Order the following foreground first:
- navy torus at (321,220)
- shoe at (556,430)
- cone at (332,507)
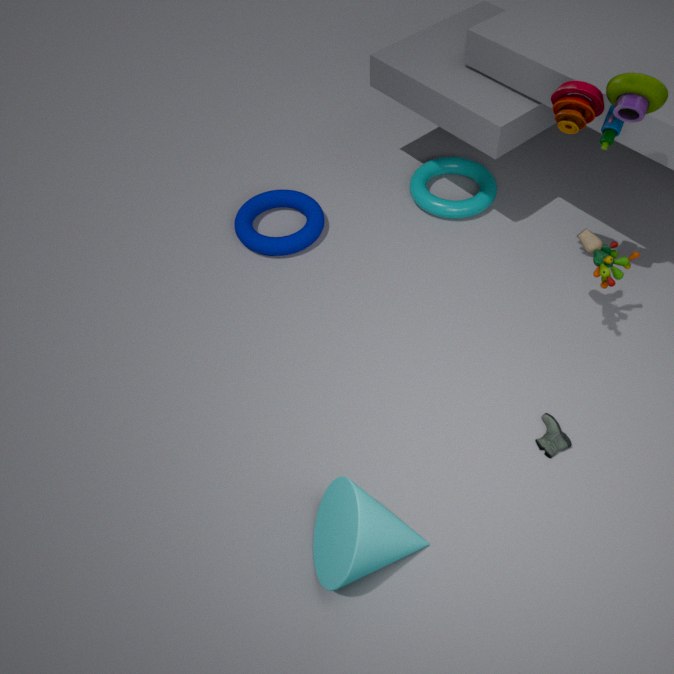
cone at (332,507) < shoe at (556,430) < navy torus at (321,220)
